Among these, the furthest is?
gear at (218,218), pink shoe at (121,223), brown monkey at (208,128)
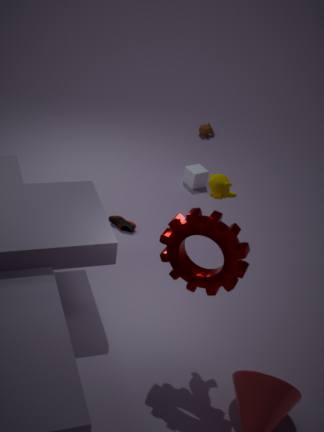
brown monkey at (208,128)
